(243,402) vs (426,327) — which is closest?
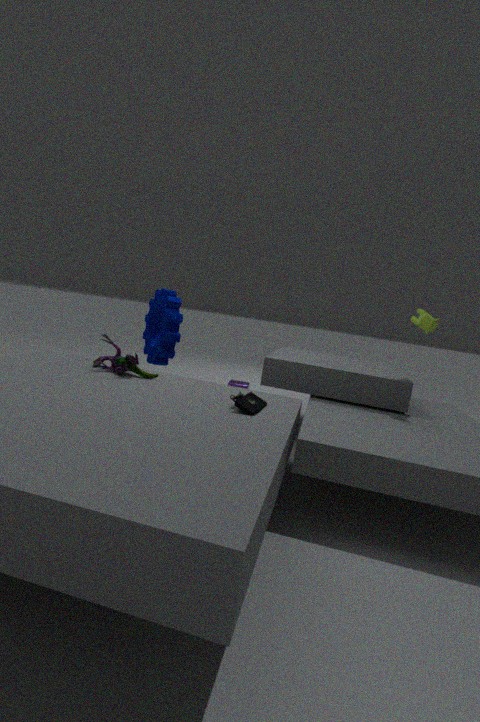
(243,402)
